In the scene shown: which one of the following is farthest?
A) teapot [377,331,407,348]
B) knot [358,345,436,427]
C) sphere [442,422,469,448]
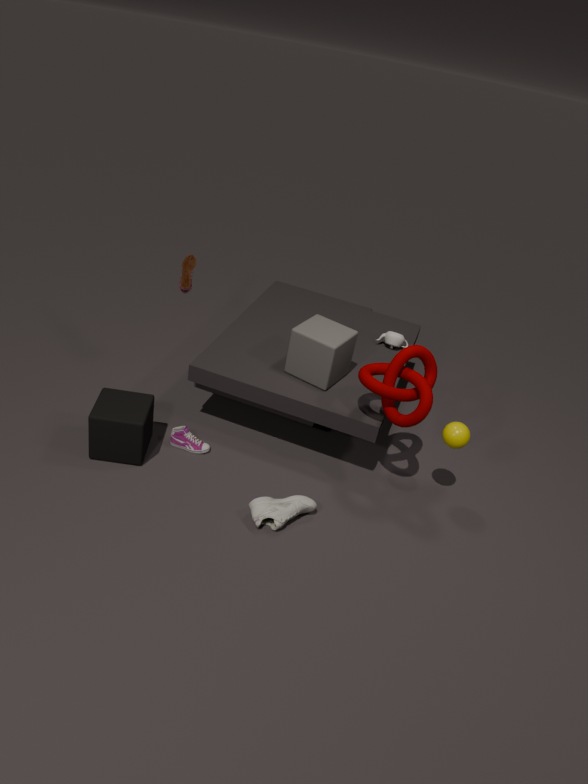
teapot [377,331,407,348]
